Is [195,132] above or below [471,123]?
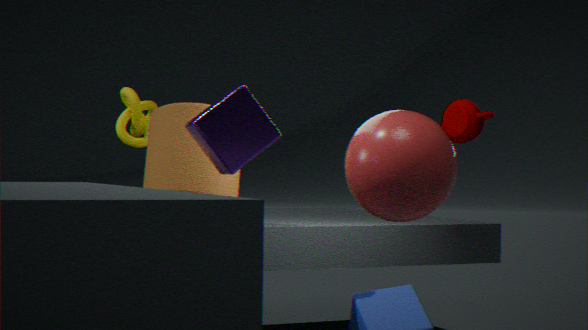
below
